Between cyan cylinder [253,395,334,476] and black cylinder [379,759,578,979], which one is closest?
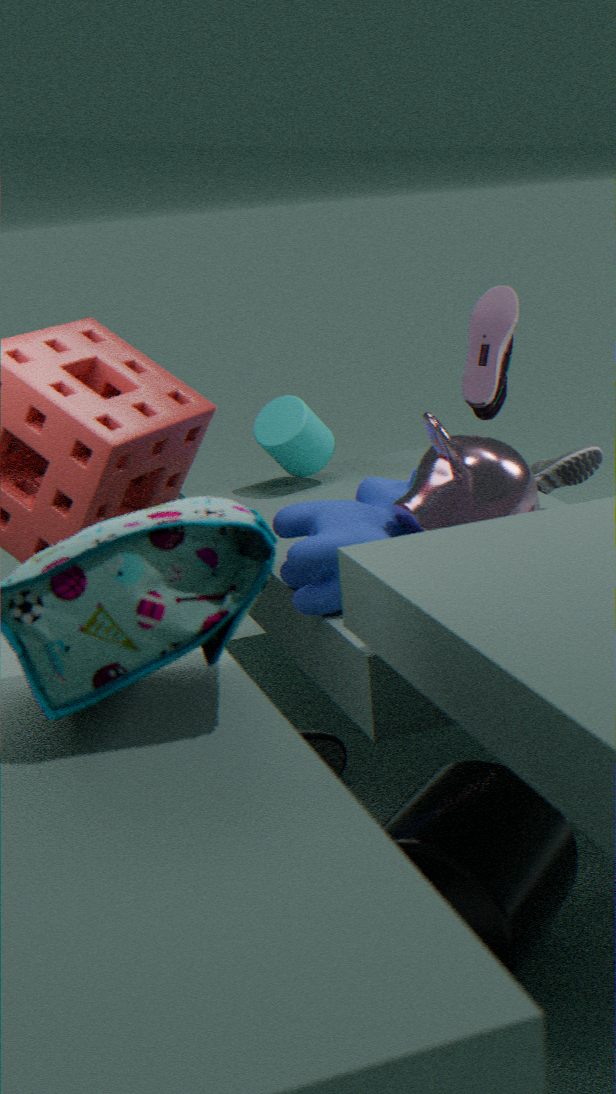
black cylinder [379,759,578,979]
